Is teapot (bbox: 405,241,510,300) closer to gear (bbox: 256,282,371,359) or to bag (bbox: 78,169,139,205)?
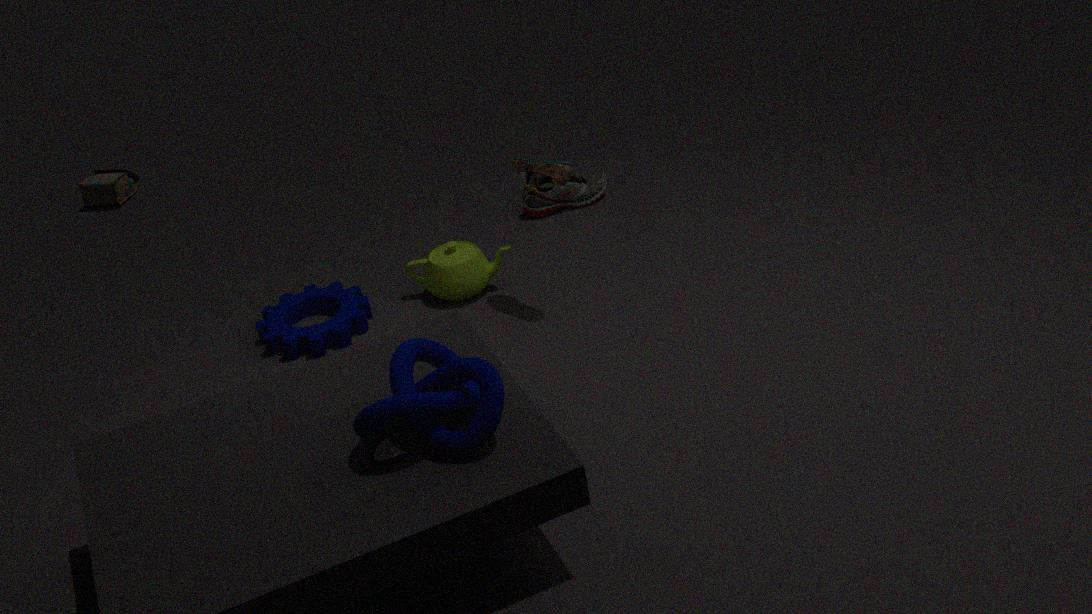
gear (bbox: 256,282,371,359)
